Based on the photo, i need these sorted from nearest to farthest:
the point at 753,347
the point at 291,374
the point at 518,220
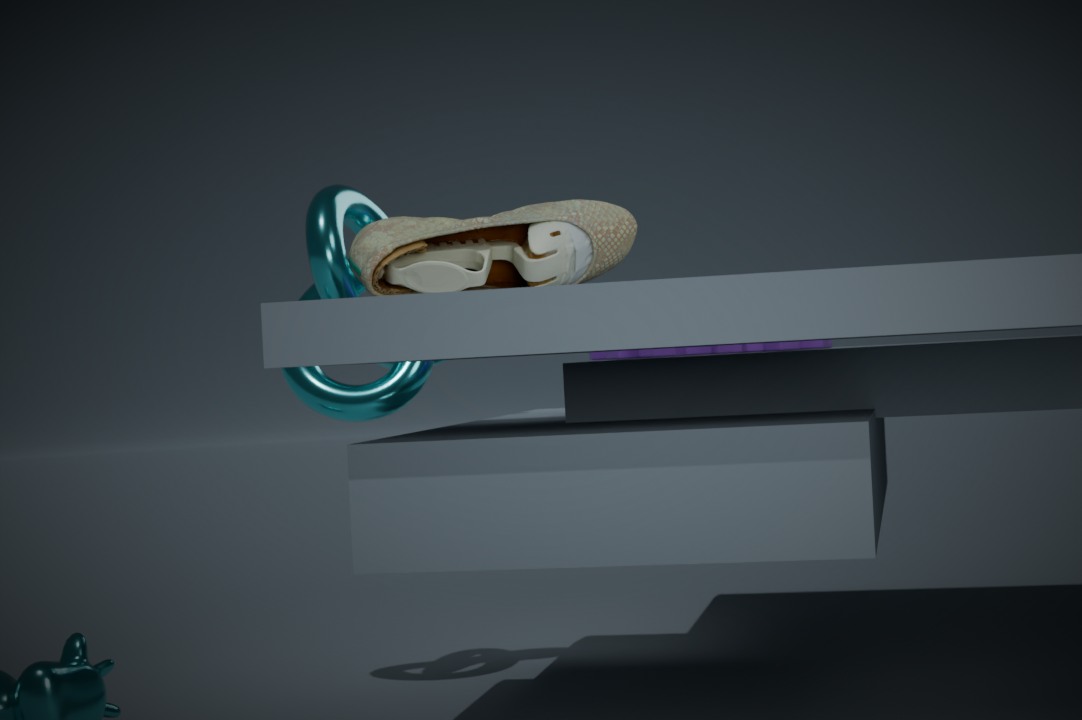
the point at 518,220, the point at 753,347, the point at 291,374
